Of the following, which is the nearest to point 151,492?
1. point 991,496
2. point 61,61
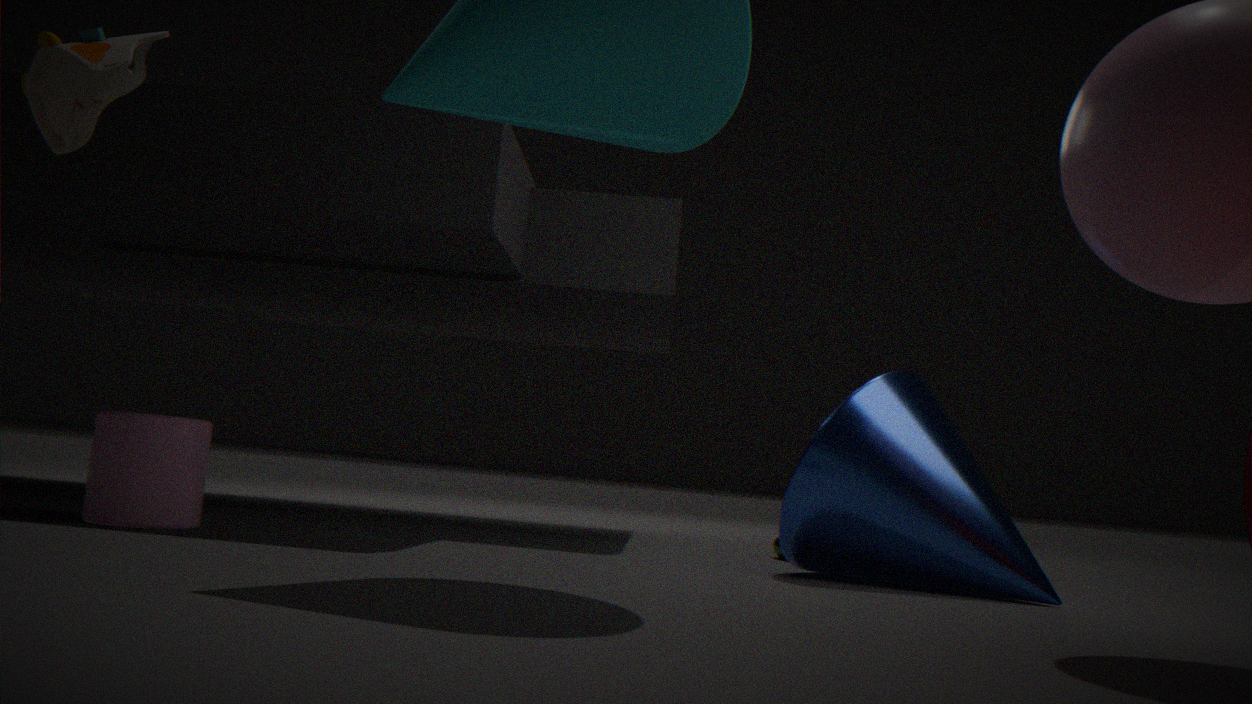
point 61,61
